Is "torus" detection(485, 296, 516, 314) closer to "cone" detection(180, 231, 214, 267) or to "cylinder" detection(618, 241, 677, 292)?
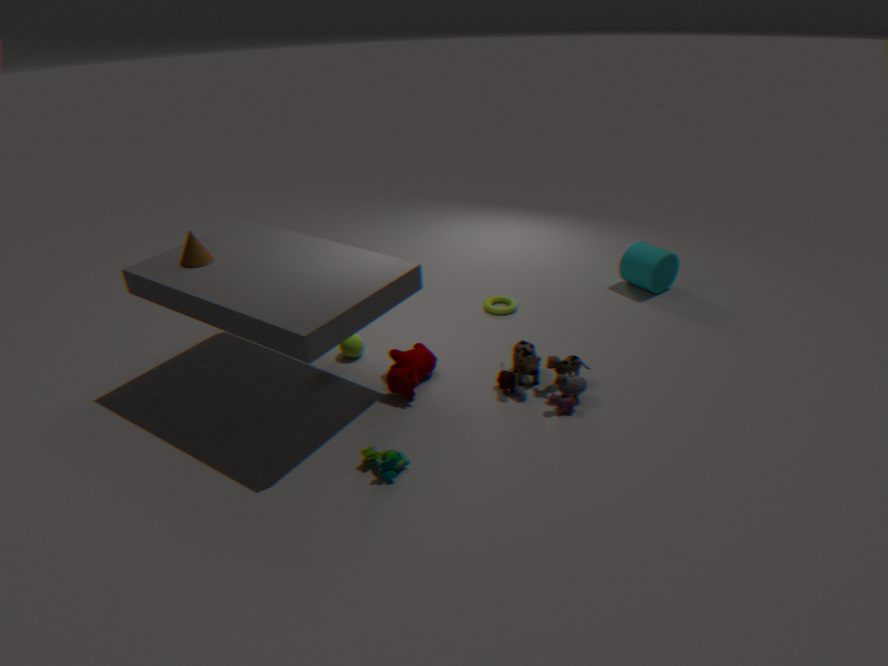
"cylinder" detection(618, 241, 677, 292)
